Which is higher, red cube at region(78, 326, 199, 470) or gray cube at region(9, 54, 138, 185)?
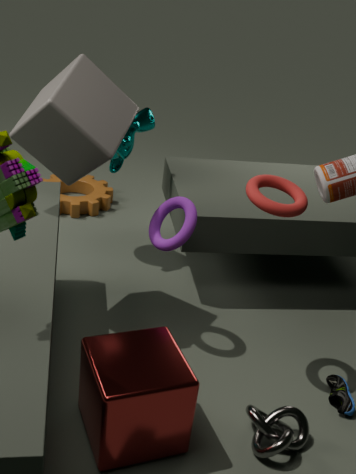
gray cube at region(9, 54, 138, 185)
